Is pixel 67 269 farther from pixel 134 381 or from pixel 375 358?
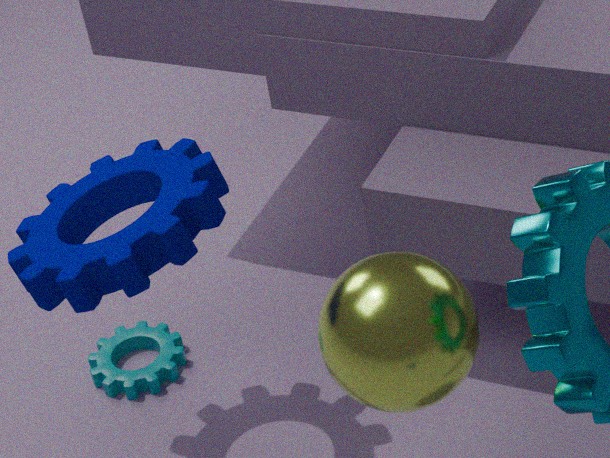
pixel 375 358
